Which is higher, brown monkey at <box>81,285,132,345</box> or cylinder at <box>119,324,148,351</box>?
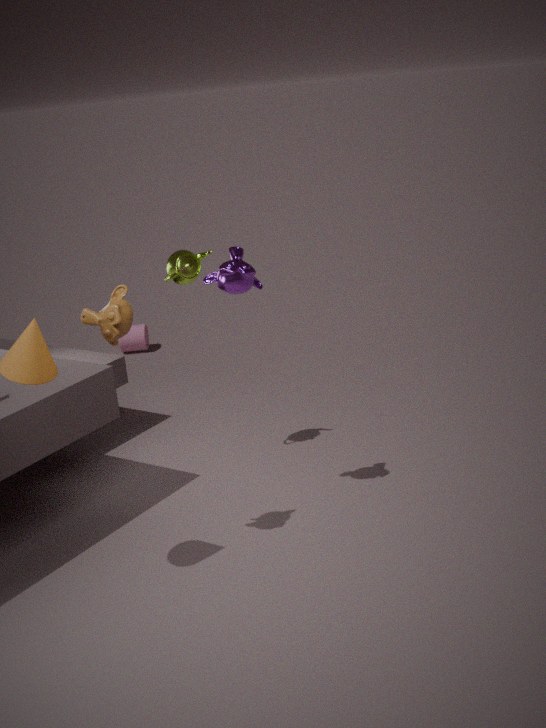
brown monkey at <box>81,285,132,345</box>
